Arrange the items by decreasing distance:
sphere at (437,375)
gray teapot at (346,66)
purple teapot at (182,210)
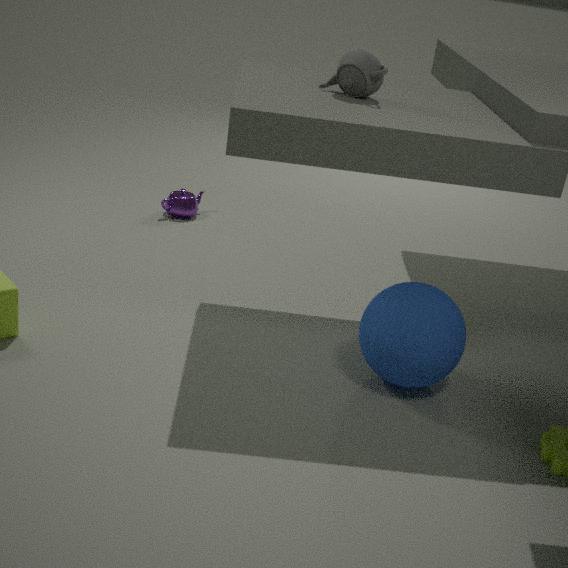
purple teapot at (182,210)
gray teapot at (346,66)
sphere at (437,375)
